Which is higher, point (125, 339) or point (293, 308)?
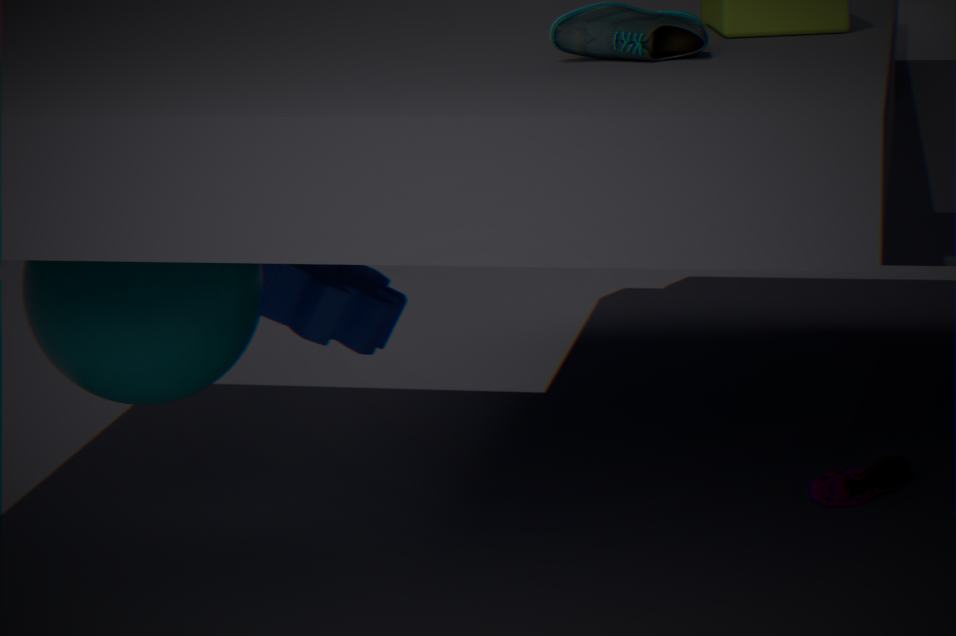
point (125, 339)
